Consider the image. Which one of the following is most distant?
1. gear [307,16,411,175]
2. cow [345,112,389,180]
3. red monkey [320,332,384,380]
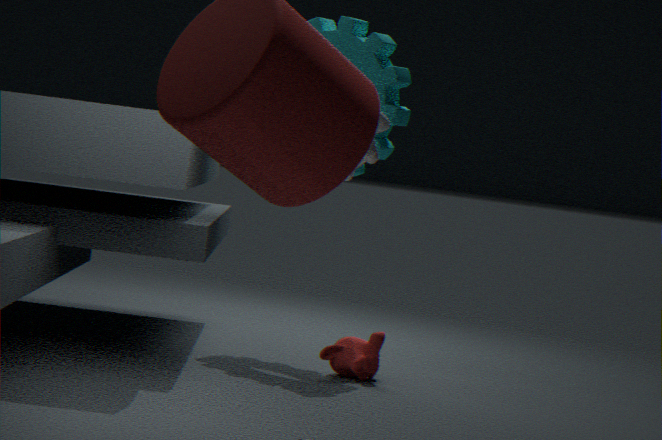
gear [307,16,411,175]
